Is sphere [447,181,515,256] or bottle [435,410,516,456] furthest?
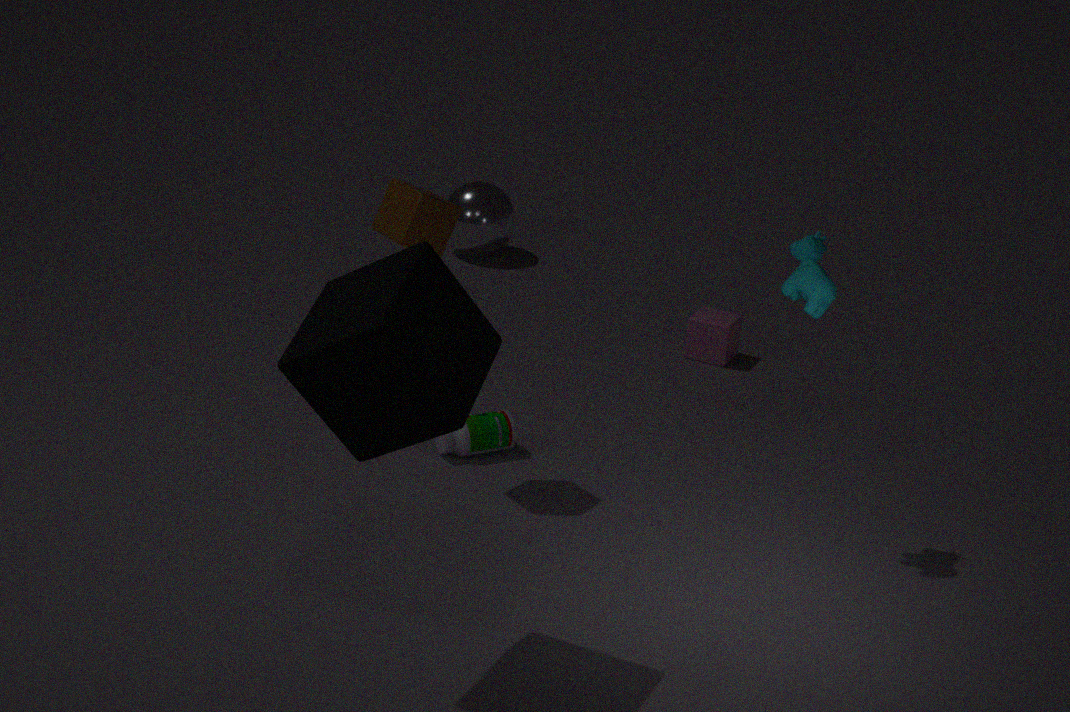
sphere [447,181,515,256]
